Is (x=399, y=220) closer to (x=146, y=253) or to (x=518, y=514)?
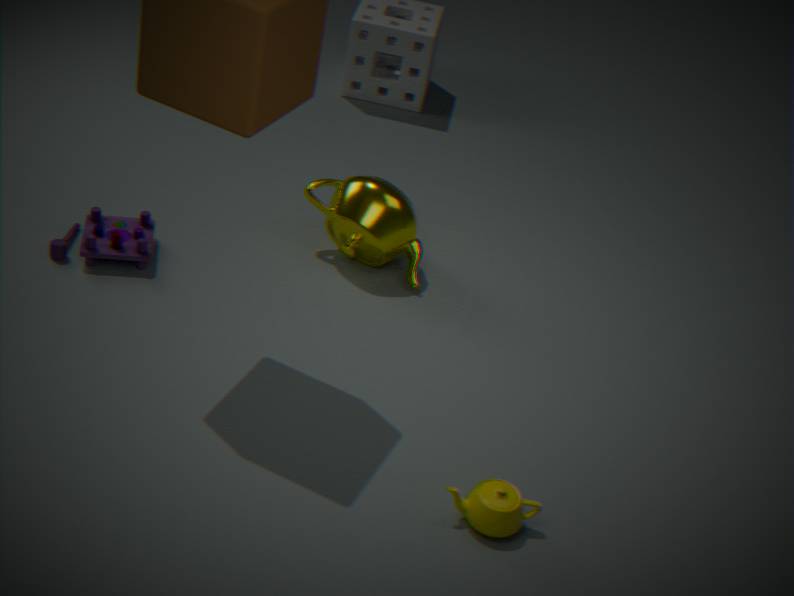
(x=146, y=253)
